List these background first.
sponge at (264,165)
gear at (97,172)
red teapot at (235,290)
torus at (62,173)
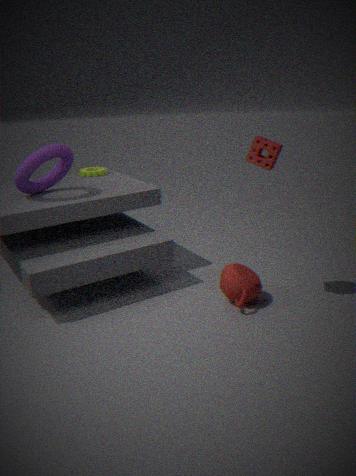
1. gear at (97,172)
2. torus at (62,173)
3. red teapot at (235,290)
4. sponge at (264,165)
